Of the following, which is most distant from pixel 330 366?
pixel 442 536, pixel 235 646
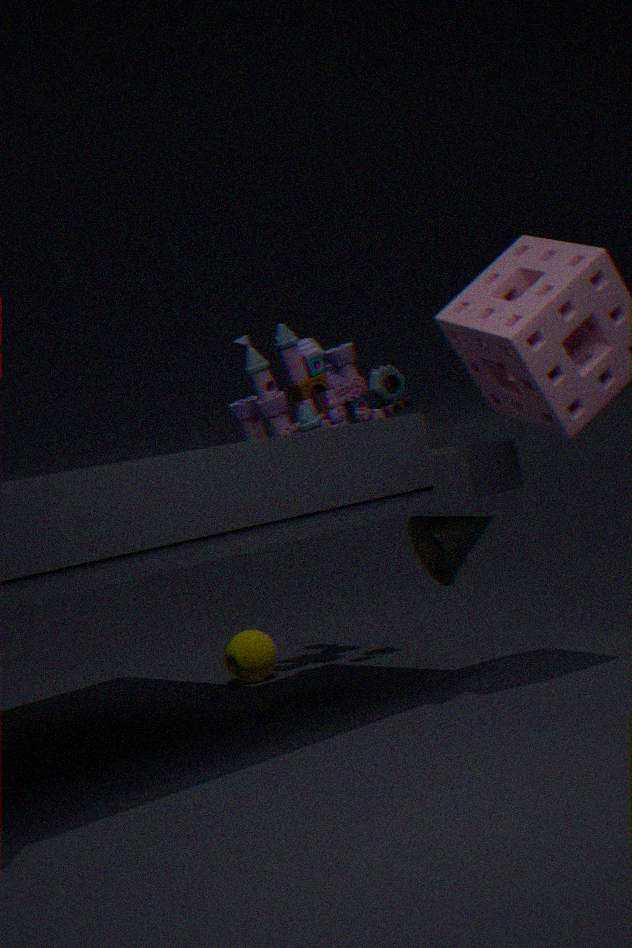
pixel 442 536
